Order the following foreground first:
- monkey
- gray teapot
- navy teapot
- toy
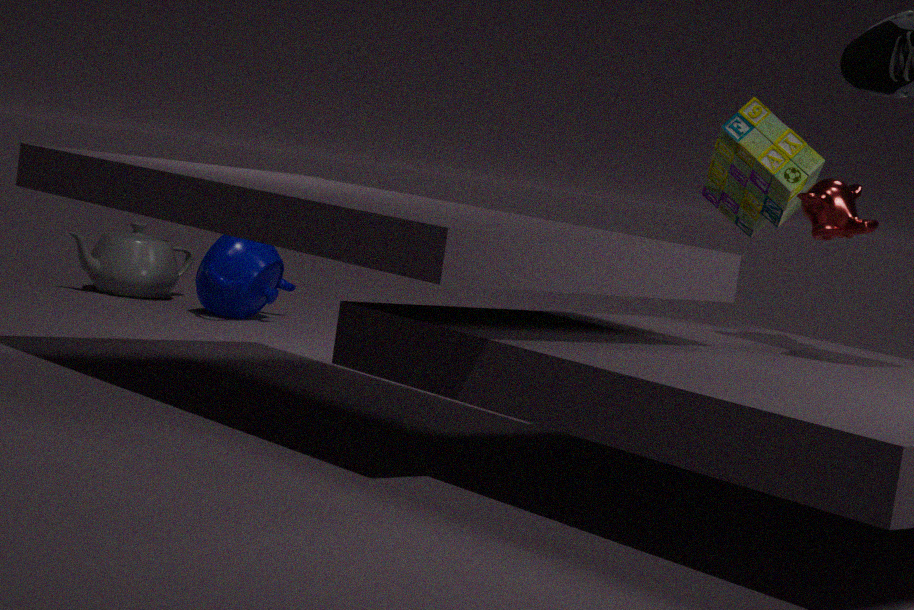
monkey < toy < navy teapot < gray teapot
